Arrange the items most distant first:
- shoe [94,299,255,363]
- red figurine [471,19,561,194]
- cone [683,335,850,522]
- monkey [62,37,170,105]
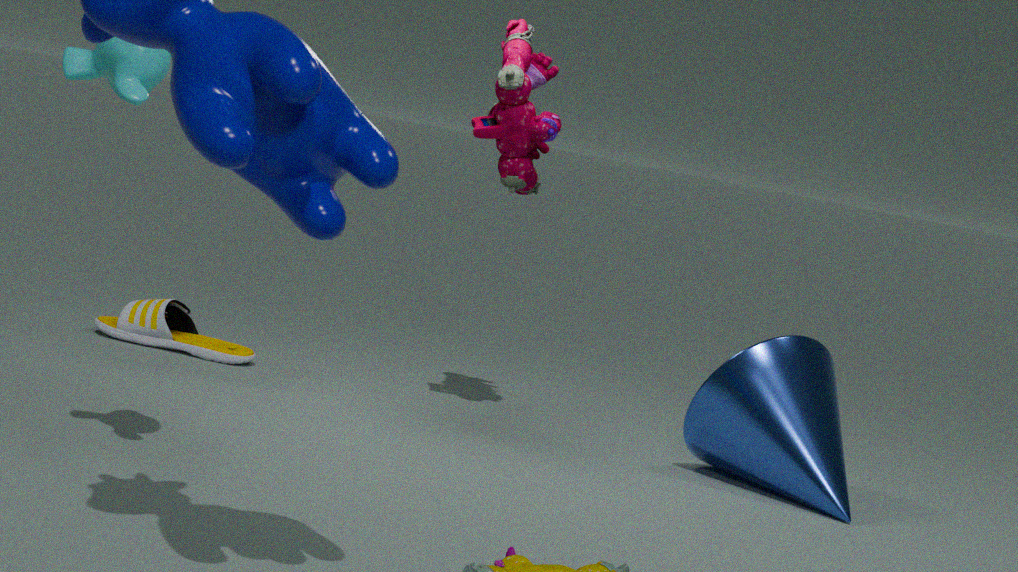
1. shoe [94,299,255,363]
2. red figurine [471,19,561,194]
3. cone [683,335,850,522]
4. monkey [62,37,170,105]
